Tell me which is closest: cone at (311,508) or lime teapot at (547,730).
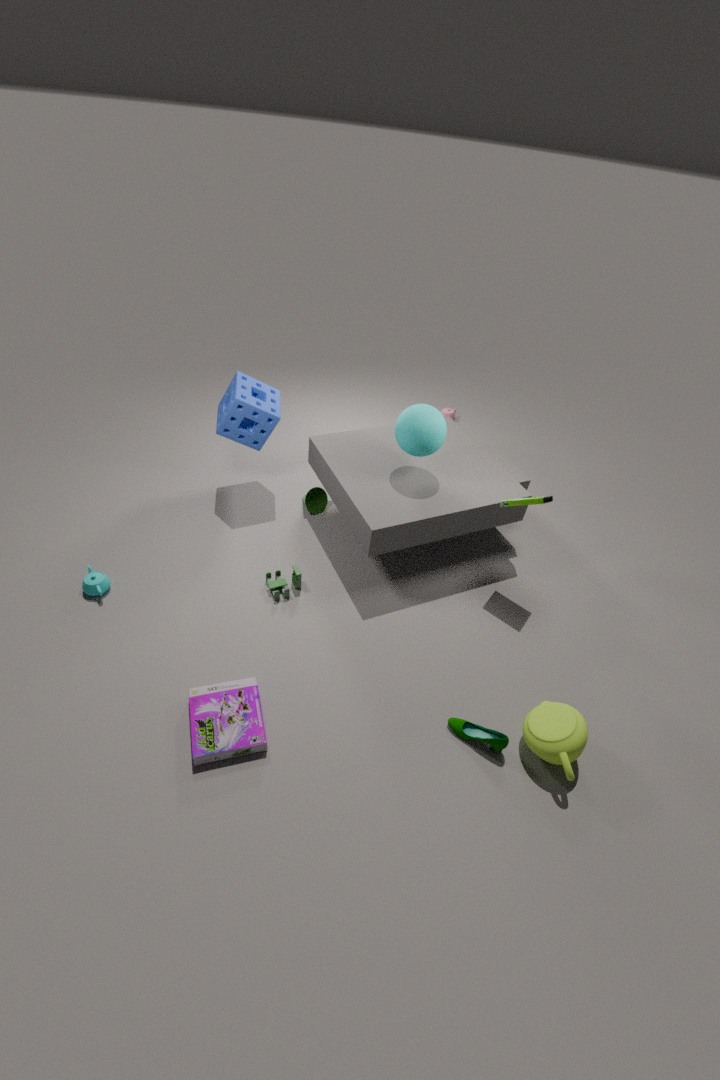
lime teapot at (547,730)
